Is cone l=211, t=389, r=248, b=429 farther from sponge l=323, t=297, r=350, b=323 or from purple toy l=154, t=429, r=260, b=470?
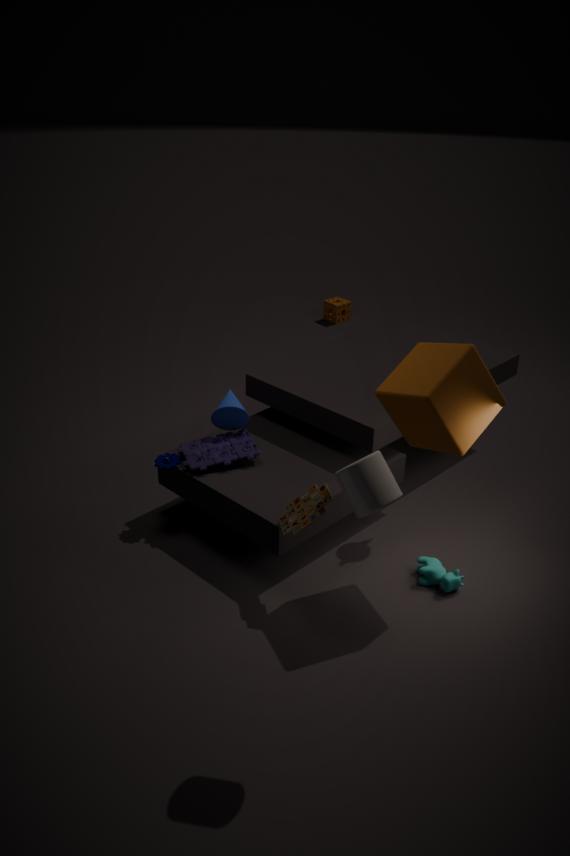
sponge l=323, t=297, r=350, b=323
